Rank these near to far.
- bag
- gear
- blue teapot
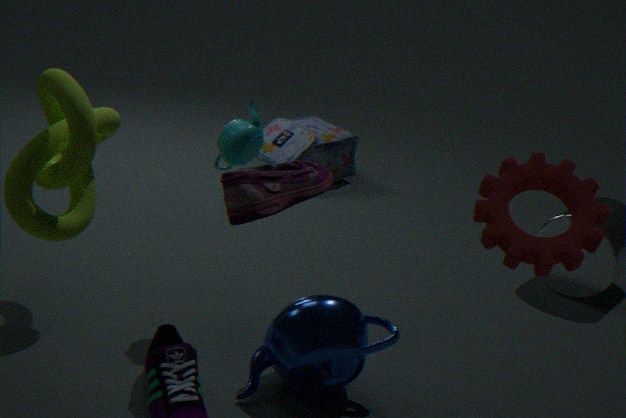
1. gear
2. blue teapot
3. bag
